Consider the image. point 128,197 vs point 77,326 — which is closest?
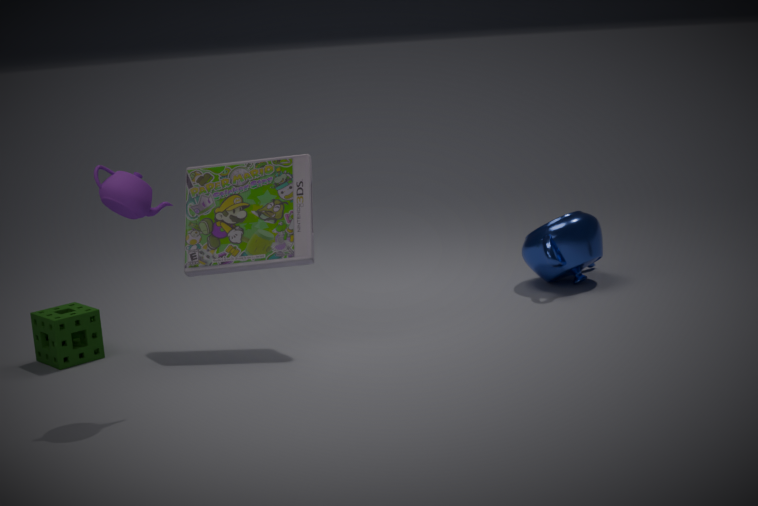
point 128,197
